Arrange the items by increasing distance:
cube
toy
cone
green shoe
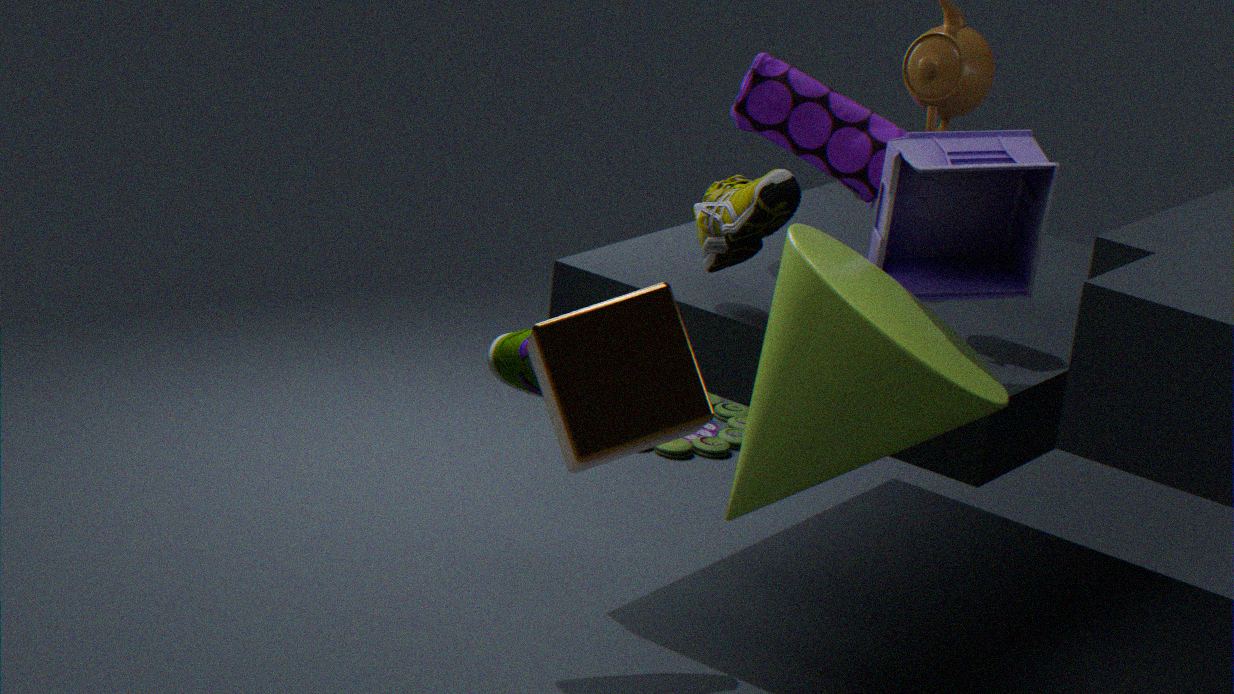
cube
cone
green shoe
toy
